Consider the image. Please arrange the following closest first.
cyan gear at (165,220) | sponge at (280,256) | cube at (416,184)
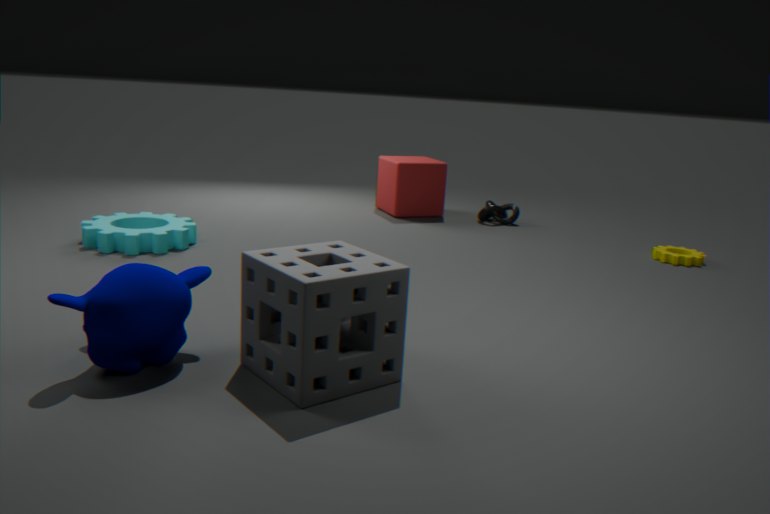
sponge at (280,256)
cyan gear at (165,220)
cube at (416,184)
